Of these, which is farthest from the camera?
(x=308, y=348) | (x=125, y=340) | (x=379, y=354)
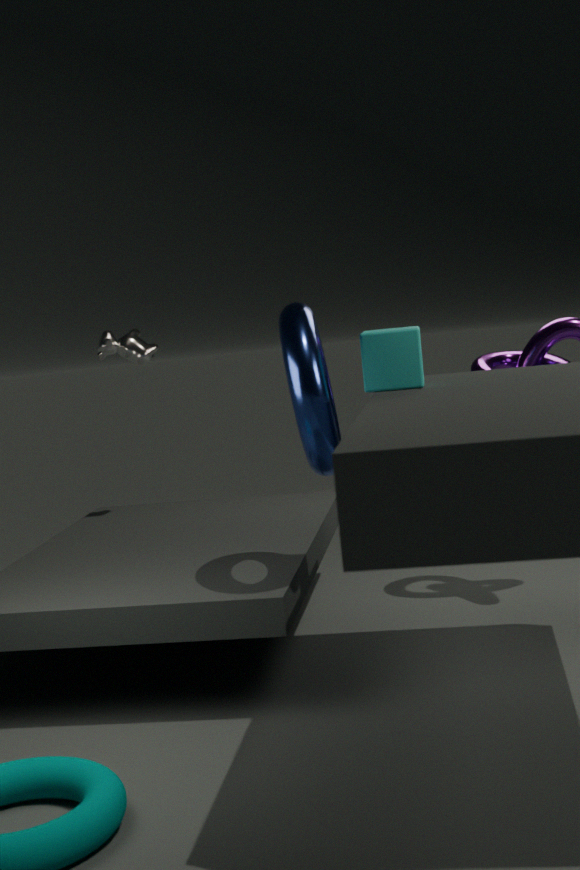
(x=125, y=340)
